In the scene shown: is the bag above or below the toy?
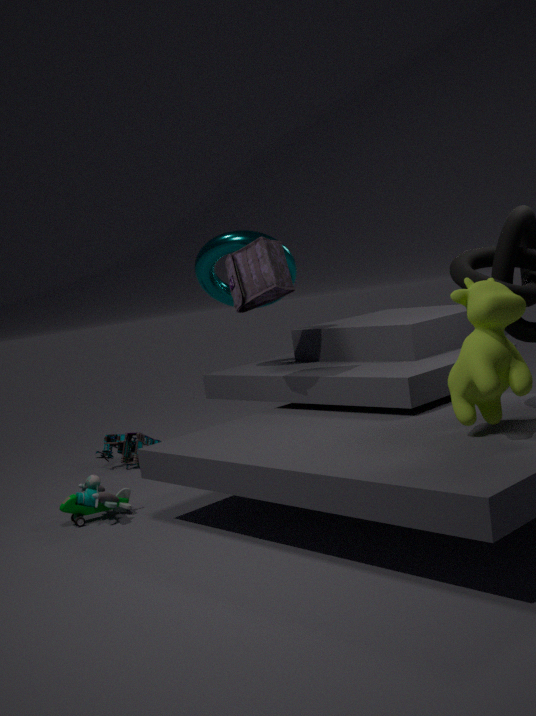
above
